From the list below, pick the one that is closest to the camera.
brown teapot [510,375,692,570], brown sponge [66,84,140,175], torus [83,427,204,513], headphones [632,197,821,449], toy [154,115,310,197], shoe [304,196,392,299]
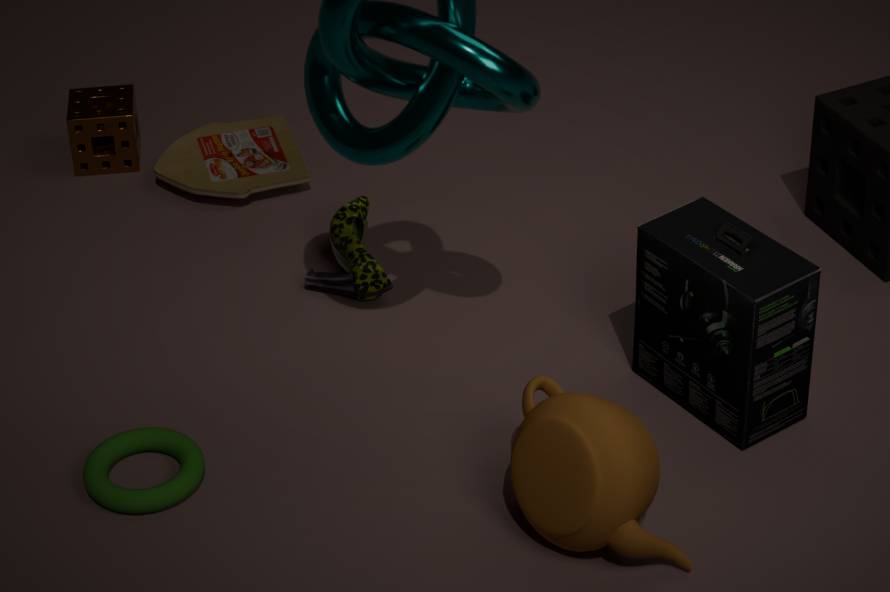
brown teapot [510,375,692,570]
